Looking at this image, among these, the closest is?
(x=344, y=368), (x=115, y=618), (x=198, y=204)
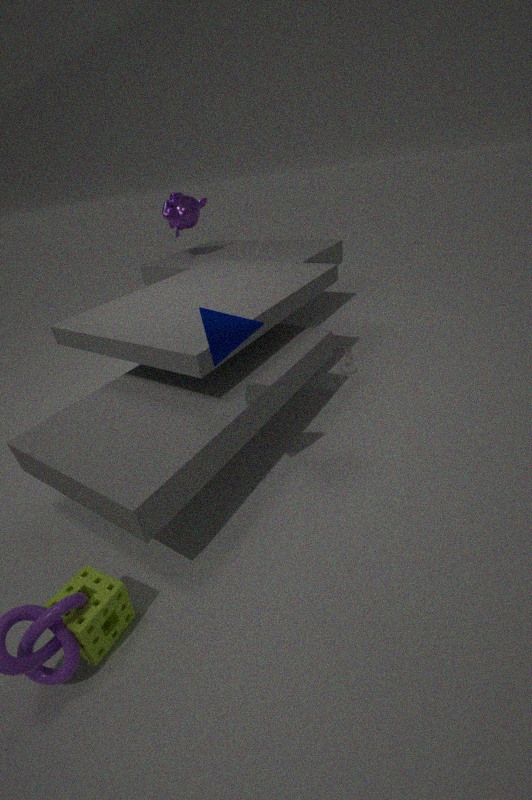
(x=115, y=618)
